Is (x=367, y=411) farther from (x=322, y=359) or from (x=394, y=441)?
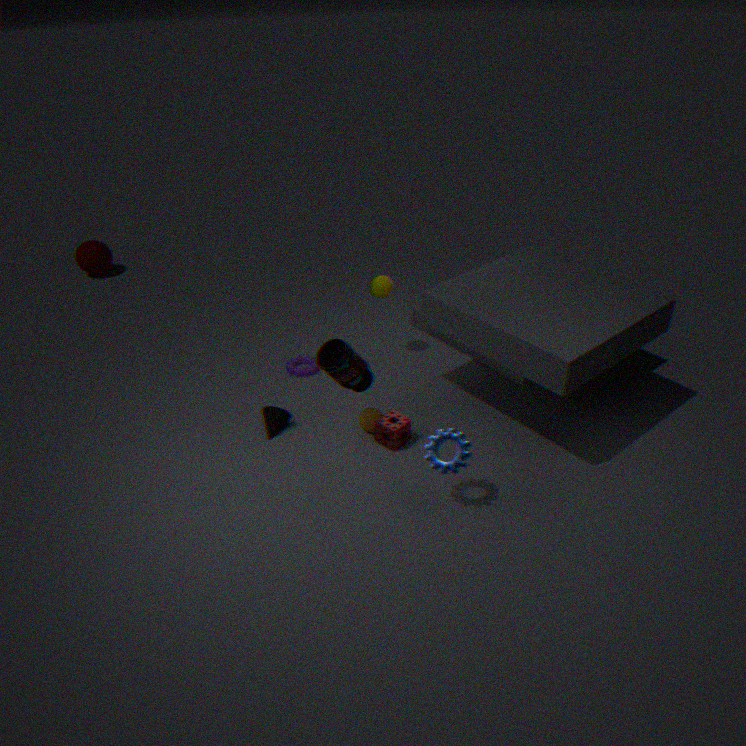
(x=322, y=359)
